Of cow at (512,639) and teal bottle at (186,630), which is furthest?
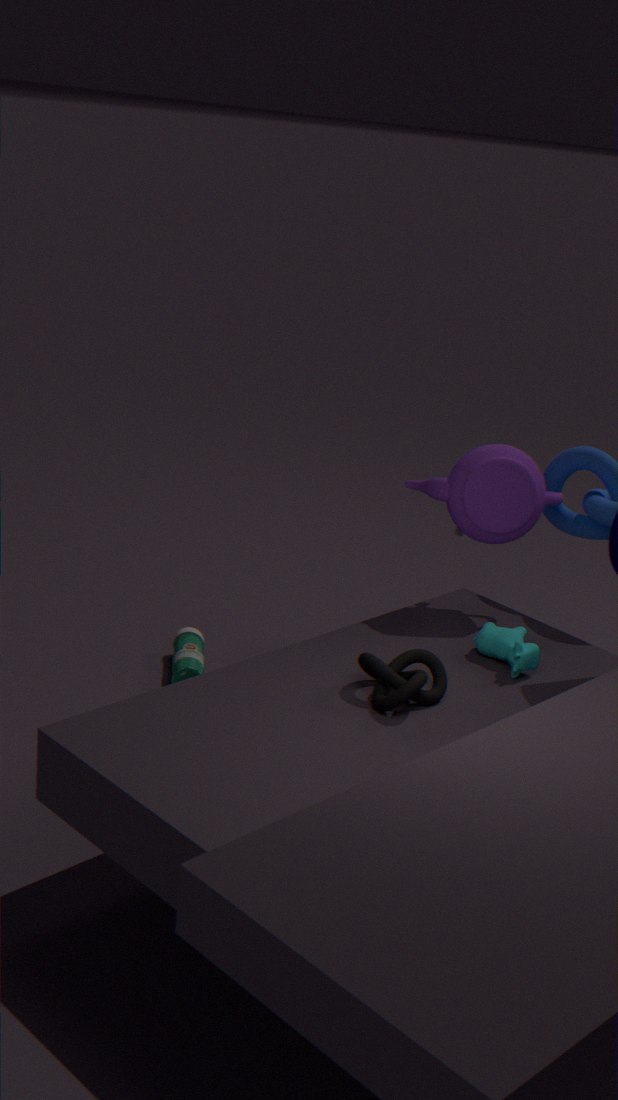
teal bottle at (186,630)
